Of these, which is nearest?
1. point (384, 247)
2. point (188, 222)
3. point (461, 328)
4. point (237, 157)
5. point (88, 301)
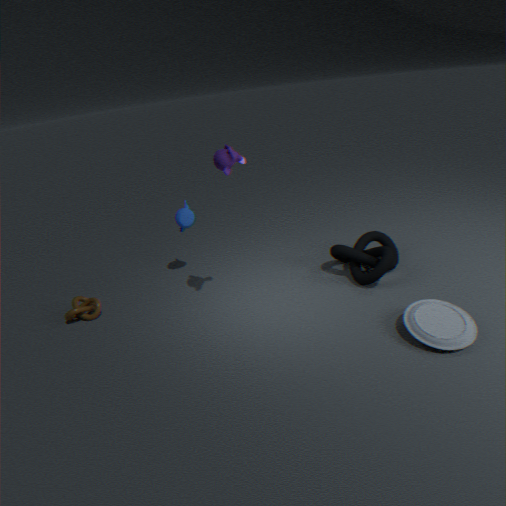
point (461, 328)
